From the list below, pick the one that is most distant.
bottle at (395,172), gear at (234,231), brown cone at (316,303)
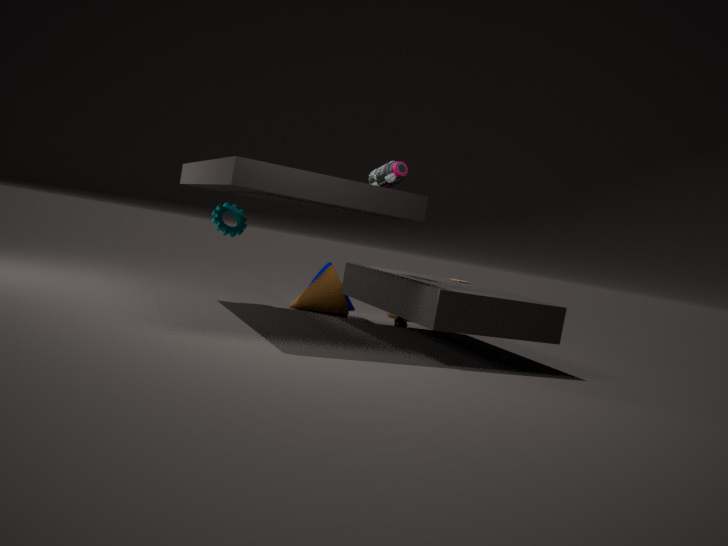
brown cone at (316,303)
